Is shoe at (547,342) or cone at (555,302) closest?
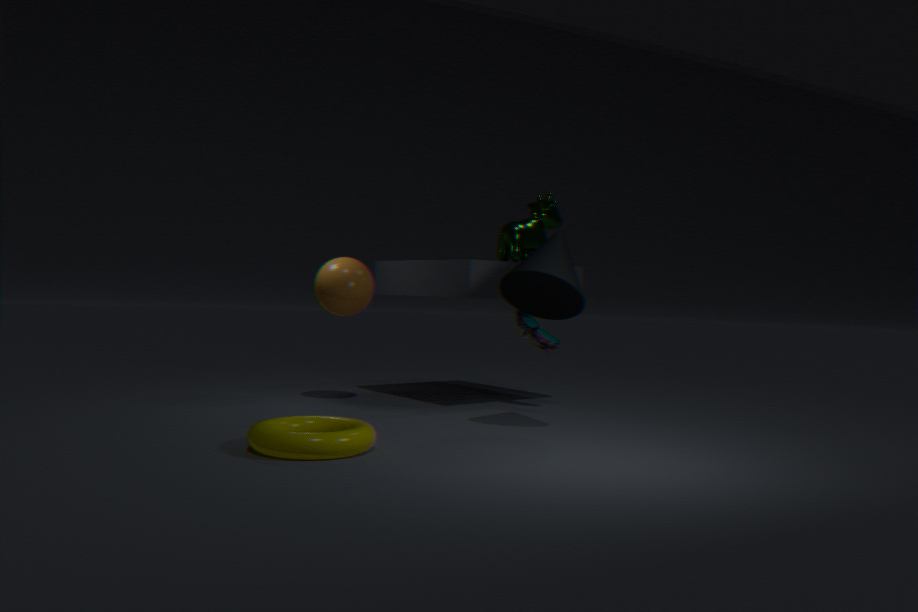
cone at (555,302)
